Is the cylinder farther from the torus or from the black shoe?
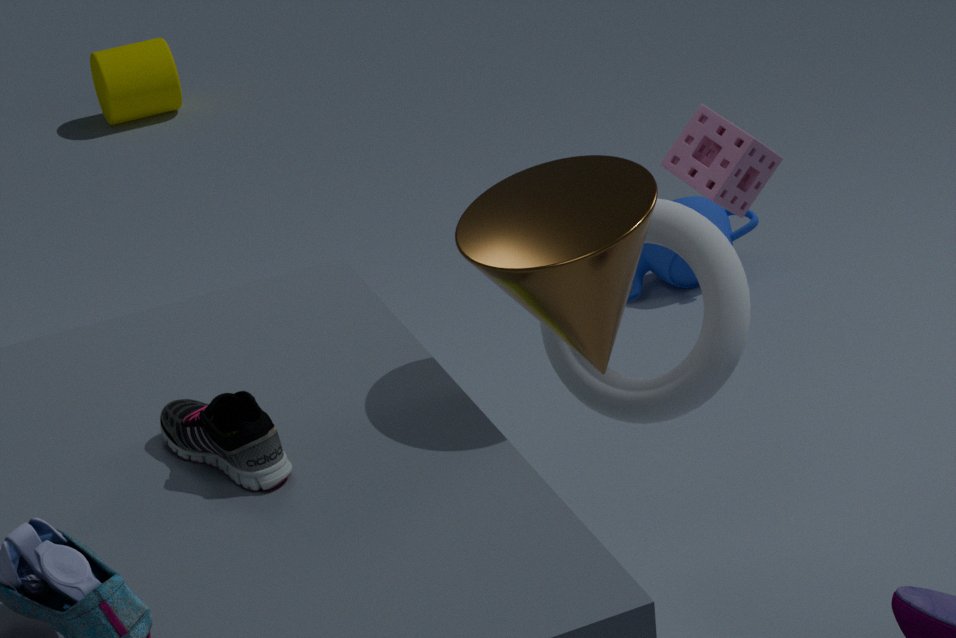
the black shoe
